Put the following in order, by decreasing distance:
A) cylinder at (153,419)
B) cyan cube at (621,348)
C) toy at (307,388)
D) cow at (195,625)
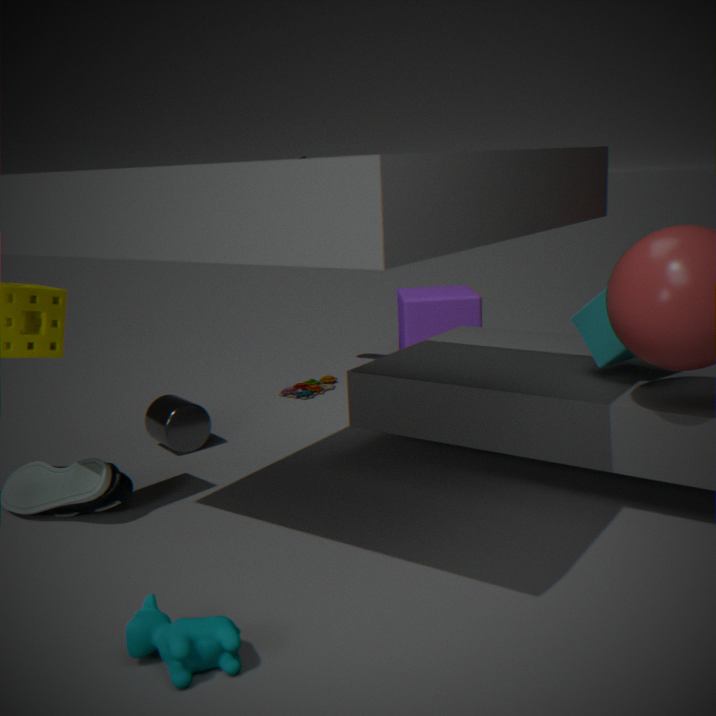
toy at (307,388) → cylinder at (153,419) → cyan cube at (621,348) → cow at (195,625)
